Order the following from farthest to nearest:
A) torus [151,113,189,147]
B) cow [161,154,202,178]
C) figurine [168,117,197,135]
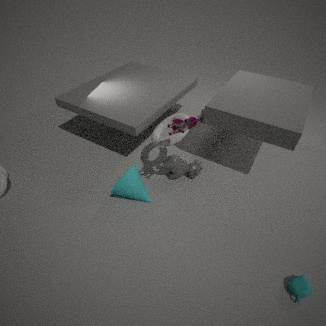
1. cow [161,154,202,178]
2. torus [151,113,189,147]
3. figurine [168,117,197,135]
